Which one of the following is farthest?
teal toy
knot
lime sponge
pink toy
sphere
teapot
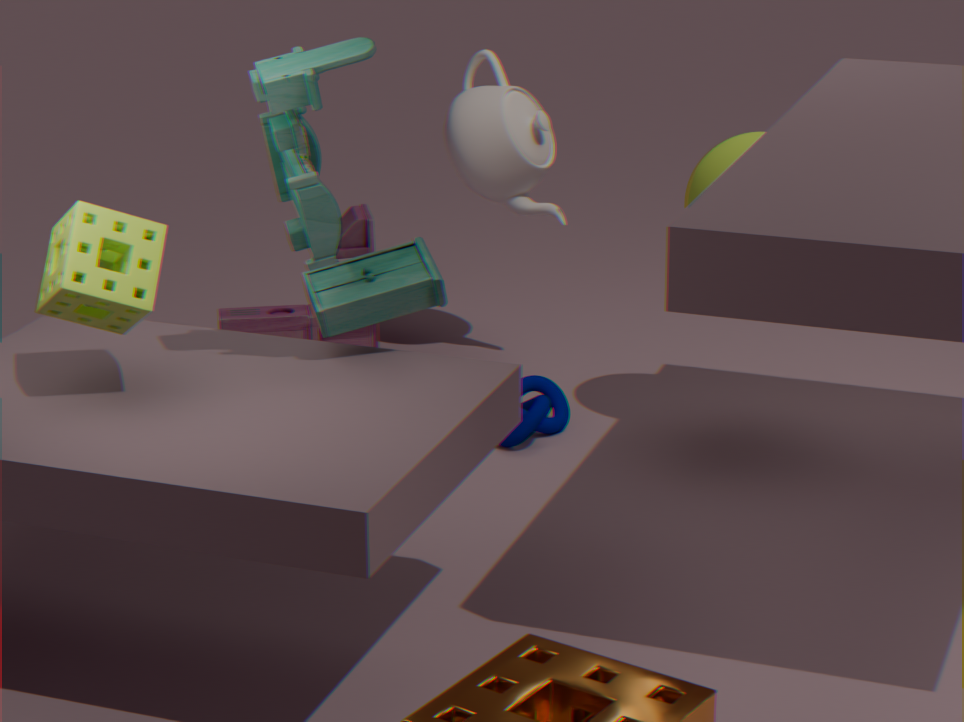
pink toy
